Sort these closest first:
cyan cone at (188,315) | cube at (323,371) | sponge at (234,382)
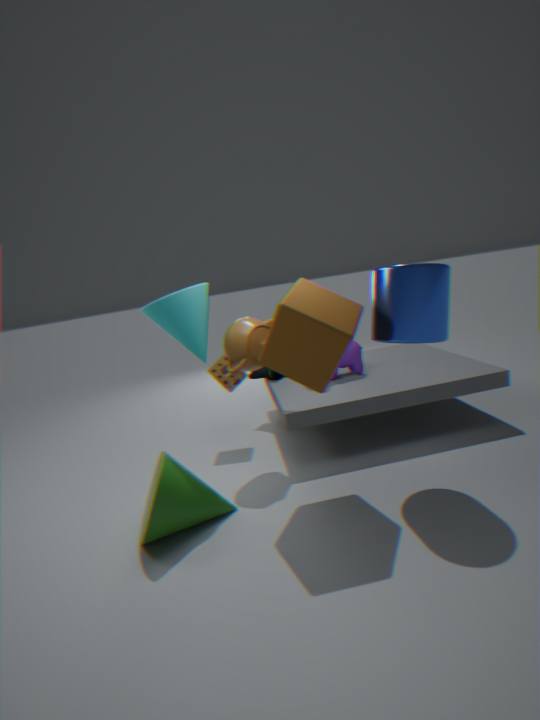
cube at (323,371) → cyan cone at (188,315) → sponge at (234,382)
